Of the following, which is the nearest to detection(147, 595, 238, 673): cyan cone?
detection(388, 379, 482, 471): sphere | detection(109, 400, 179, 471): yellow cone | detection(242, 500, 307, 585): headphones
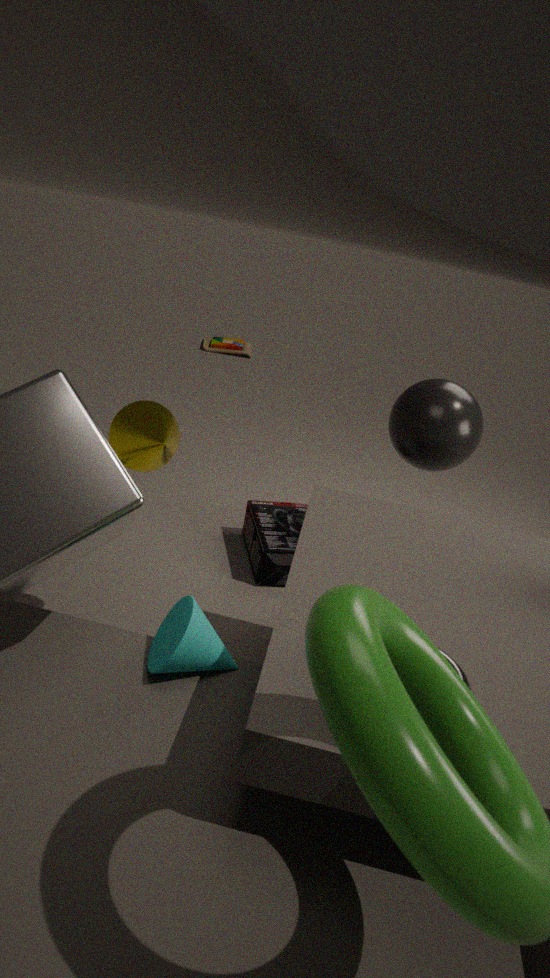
detection(109, 400, 179, 471): yellow cone
